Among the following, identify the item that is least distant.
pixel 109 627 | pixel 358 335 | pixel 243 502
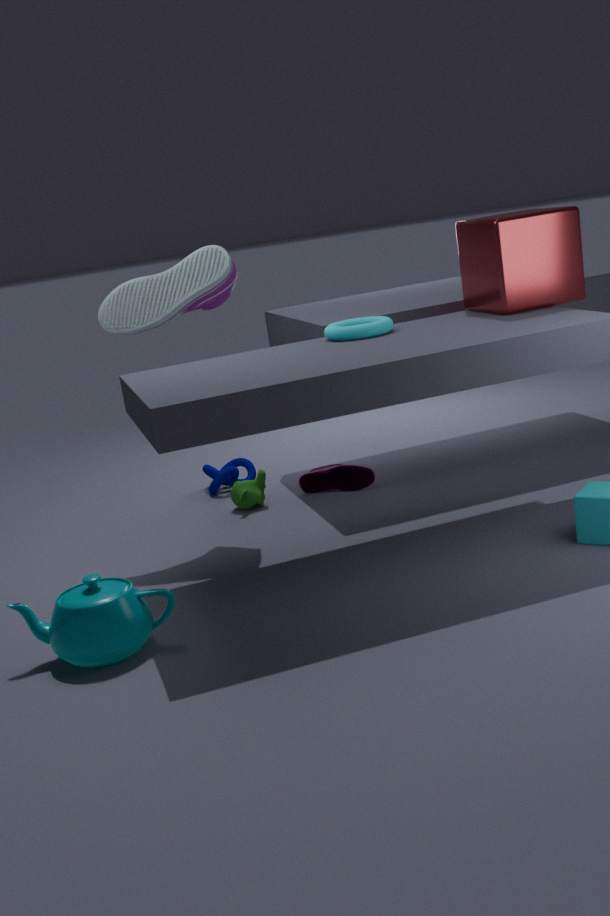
pixel 109 627
